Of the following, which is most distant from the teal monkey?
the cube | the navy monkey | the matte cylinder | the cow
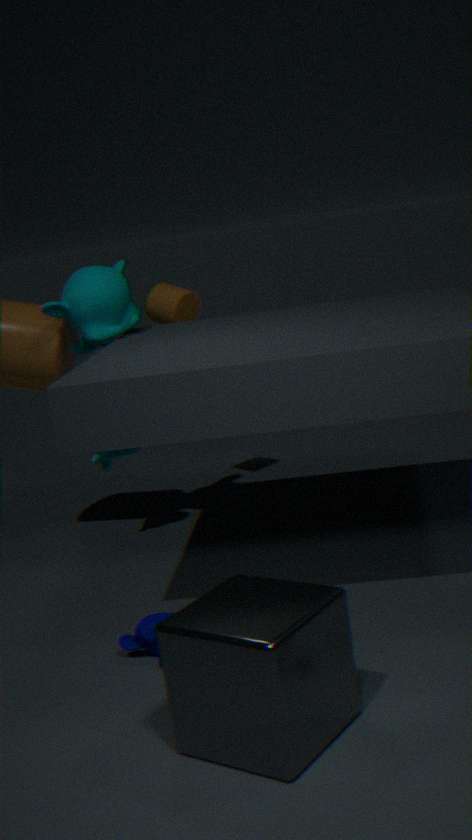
the cube
